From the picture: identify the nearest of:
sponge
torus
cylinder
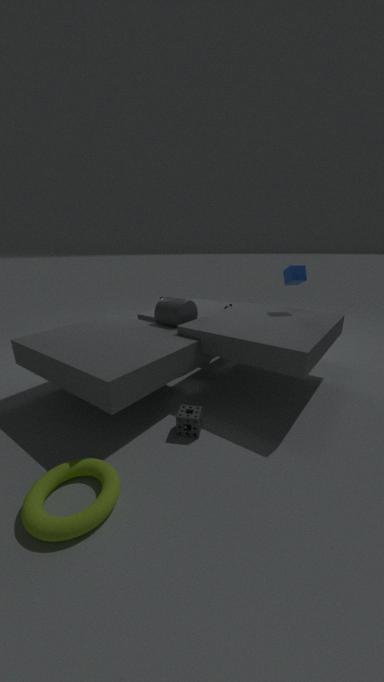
torus
